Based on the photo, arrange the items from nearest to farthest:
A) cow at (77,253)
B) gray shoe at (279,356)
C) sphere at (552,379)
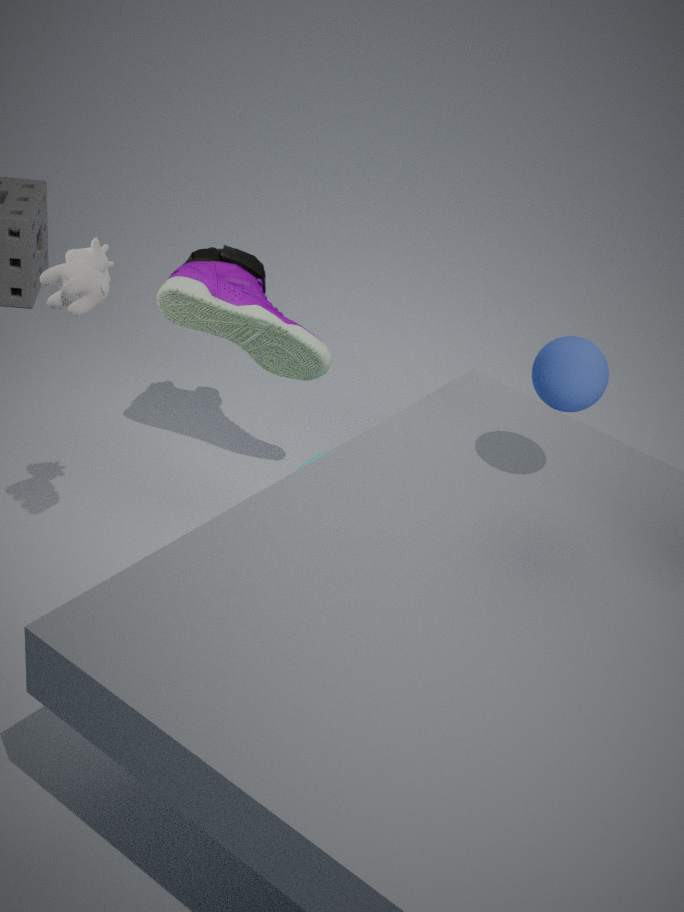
sphere at (552,379), cow at (77,253), gray shoe at (279,356)
